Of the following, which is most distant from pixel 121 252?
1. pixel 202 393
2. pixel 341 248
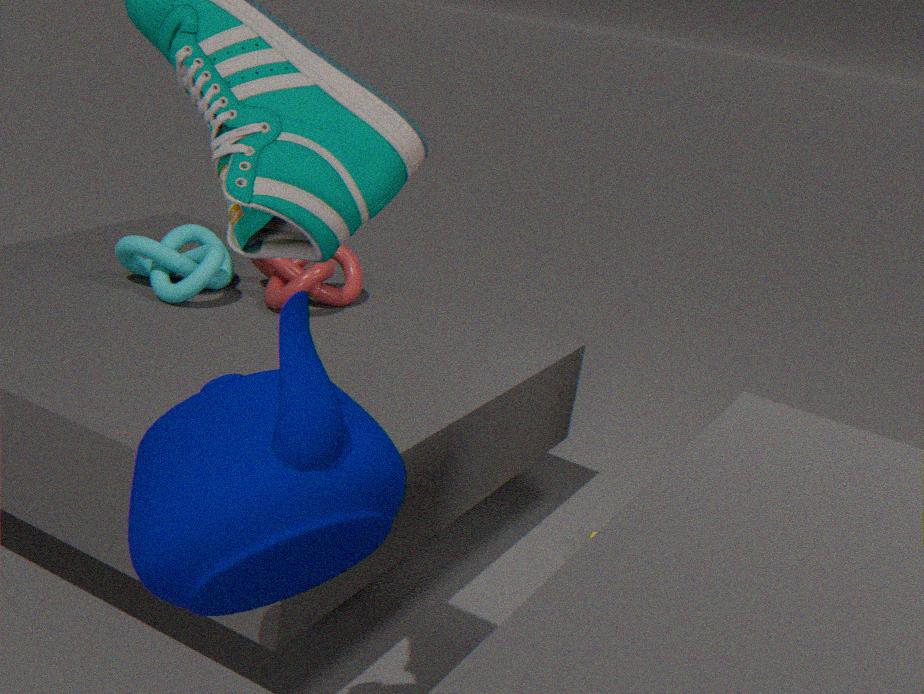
pixel 202 393
